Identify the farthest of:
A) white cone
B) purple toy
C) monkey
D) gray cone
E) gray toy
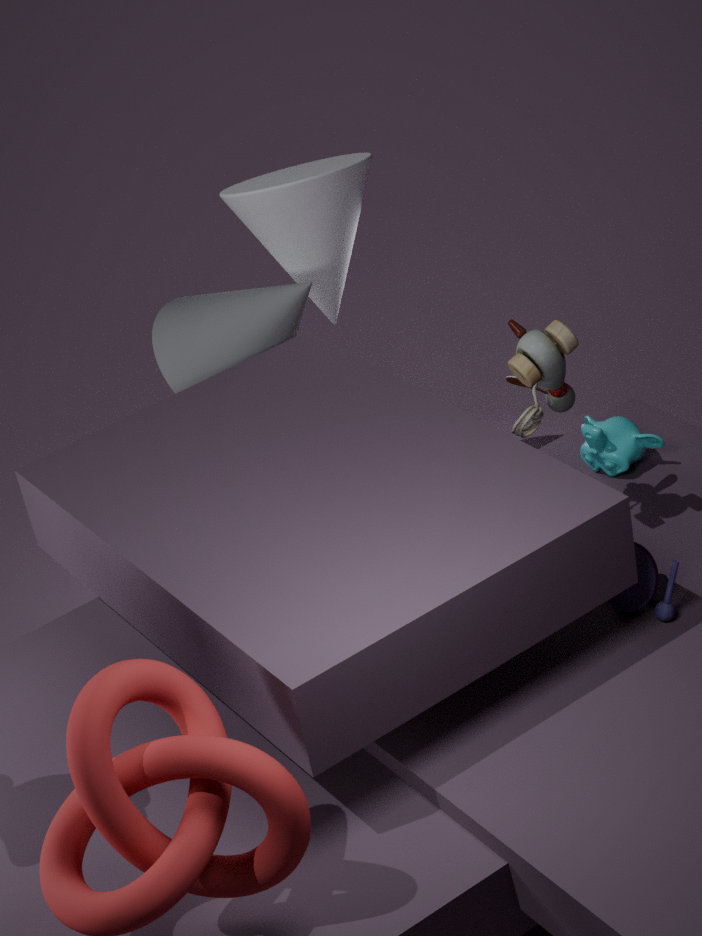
gray cone
